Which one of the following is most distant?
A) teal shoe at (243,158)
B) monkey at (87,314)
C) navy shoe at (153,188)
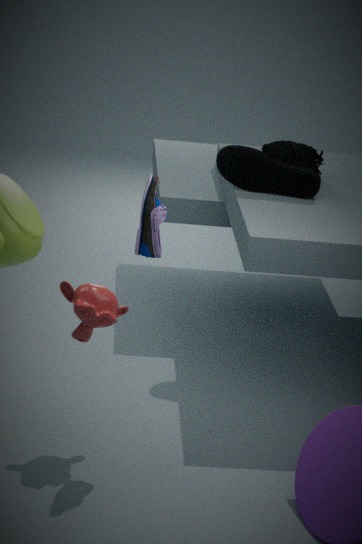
teal shoe at (243,158)
